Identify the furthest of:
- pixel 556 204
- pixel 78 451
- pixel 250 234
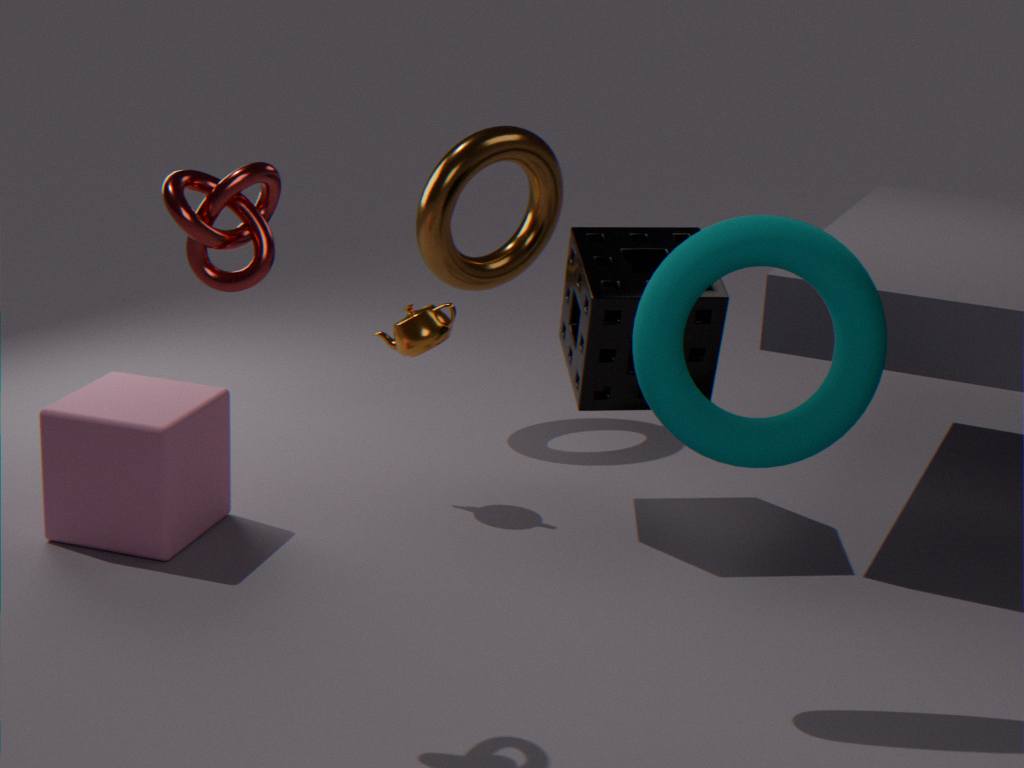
pixel 556 204
